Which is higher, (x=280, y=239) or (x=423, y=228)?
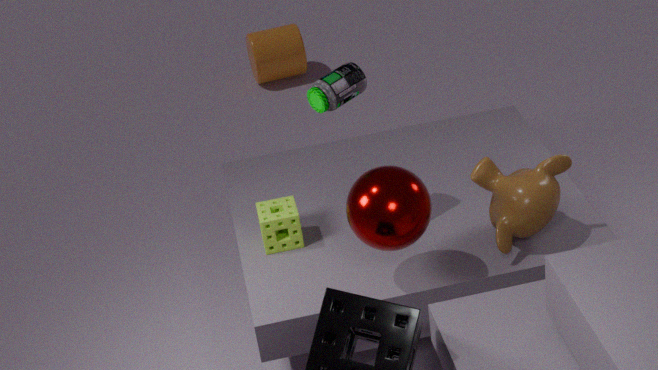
(x=423, y=228)
